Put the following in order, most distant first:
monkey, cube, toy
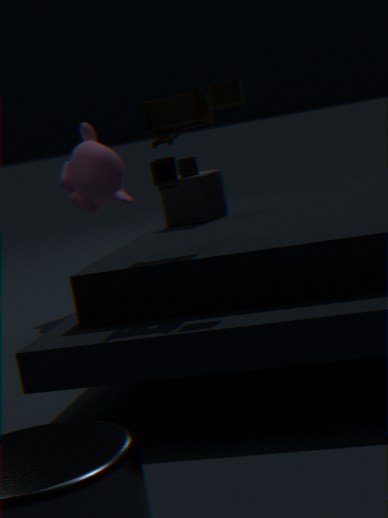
monkey, cube, toy
